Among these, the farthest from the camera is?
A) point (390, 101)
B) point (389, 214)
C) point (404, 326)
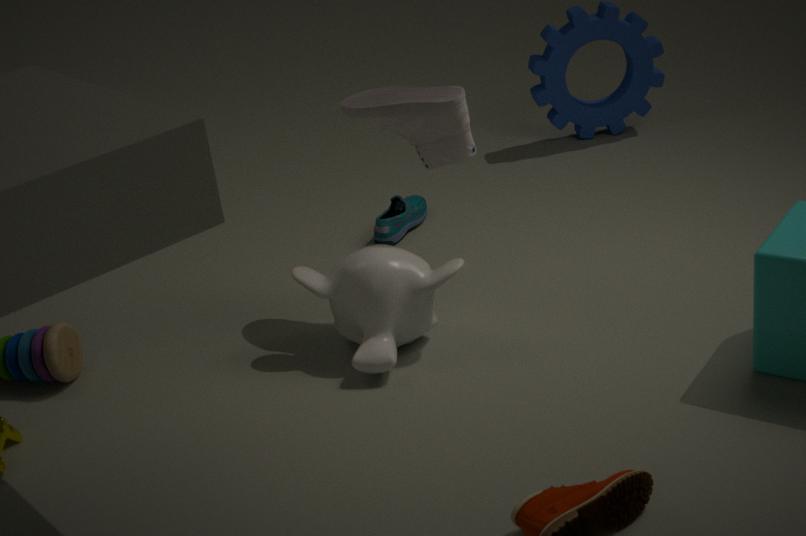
point (389, 214)
